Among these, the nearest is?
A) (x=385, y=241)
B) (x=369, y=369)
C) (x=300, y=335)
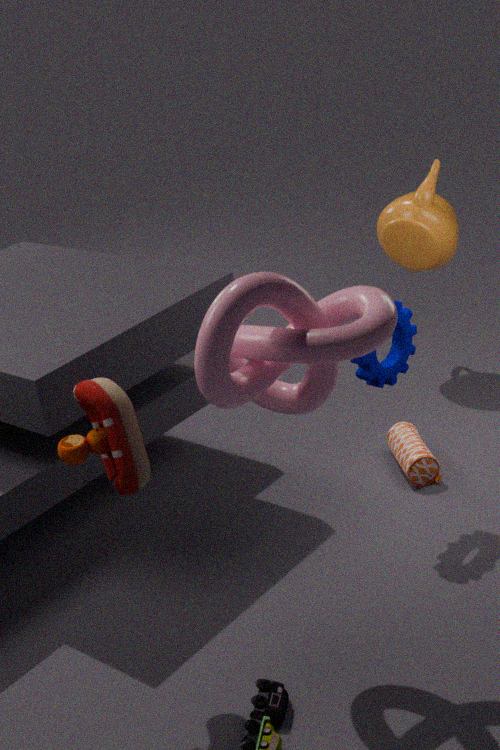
(x=300, y=335)
